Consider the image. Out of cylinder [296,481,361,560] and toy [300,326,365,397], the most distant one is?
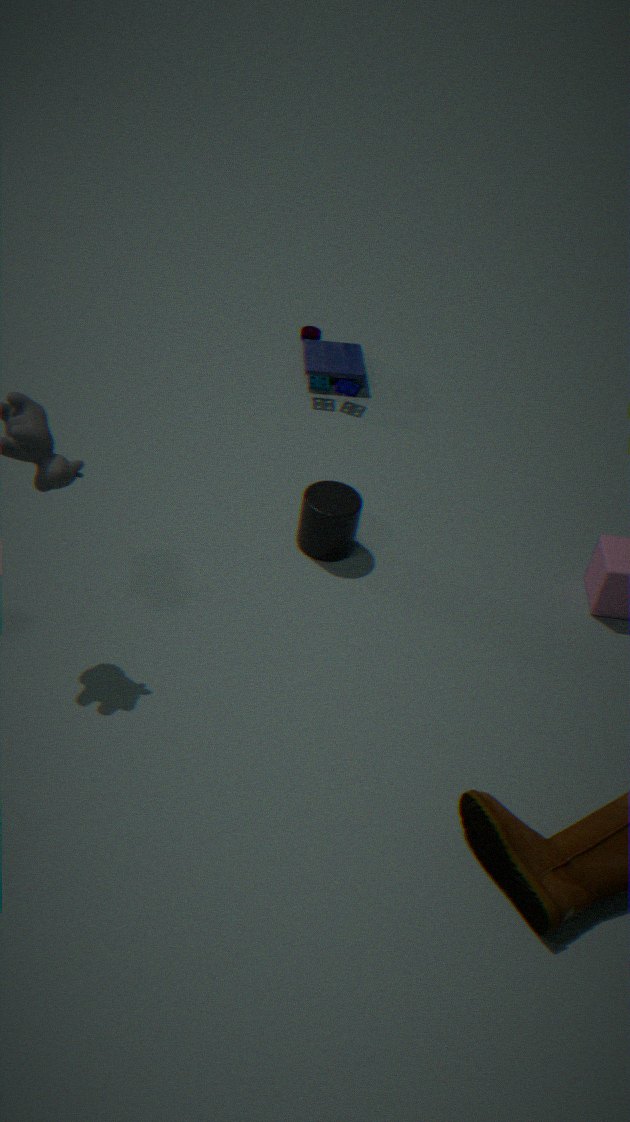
toy [300,326,365,397]
